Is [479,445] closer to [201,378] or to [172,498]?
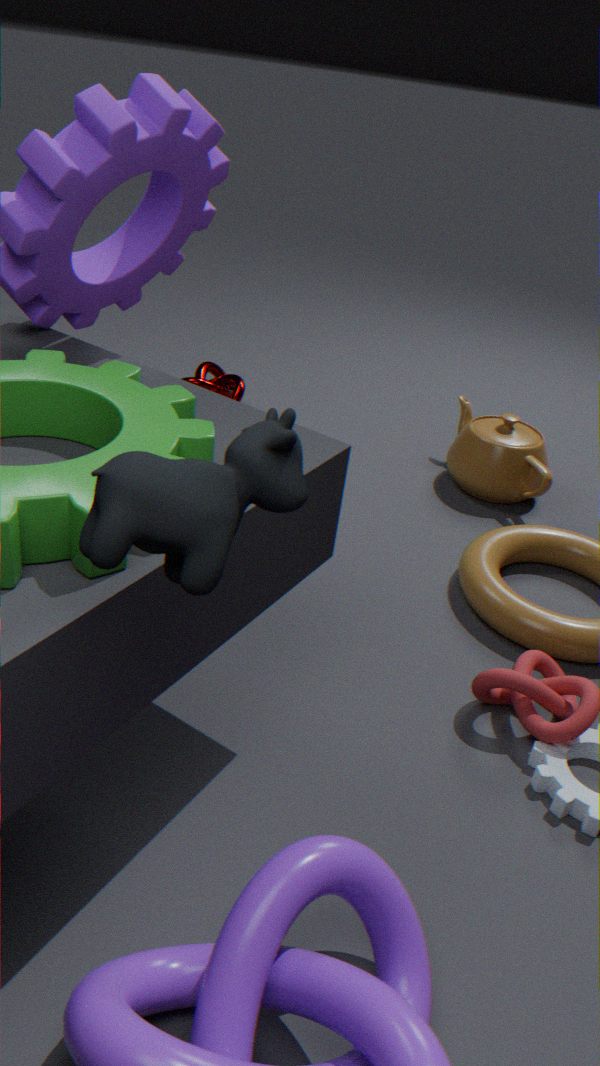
[201,378]
